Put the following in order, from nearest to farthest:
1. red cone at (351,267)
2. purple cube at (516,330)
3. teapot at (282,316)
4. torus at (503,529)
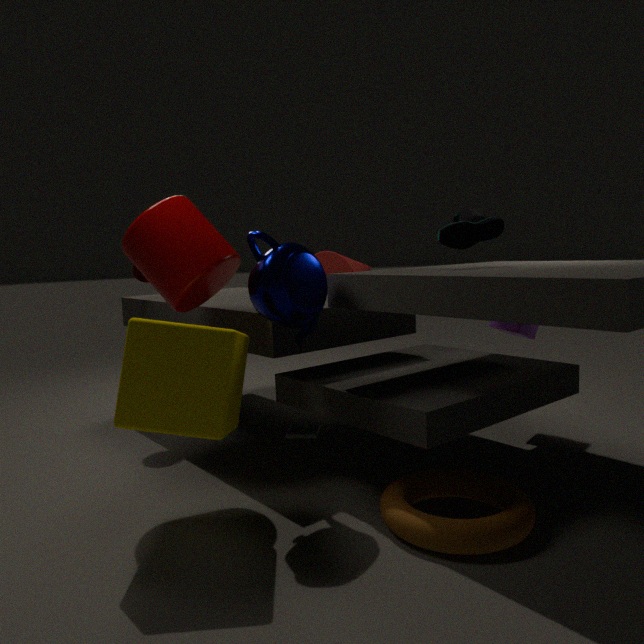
torus at (503,529), teapot at (282,316), purple cube at (516,330), red cone at (351,267)
